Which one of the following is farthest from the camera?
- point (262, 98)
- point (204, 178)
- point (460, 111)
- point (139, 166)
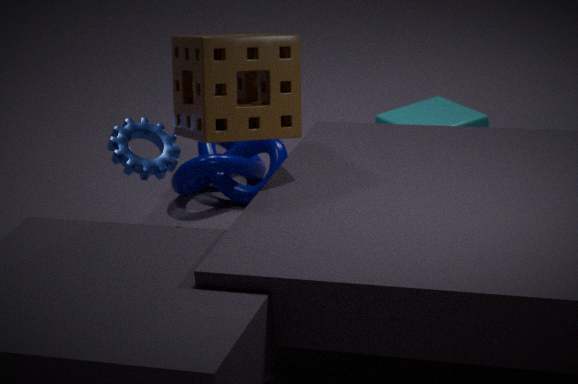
point (204, 178)
